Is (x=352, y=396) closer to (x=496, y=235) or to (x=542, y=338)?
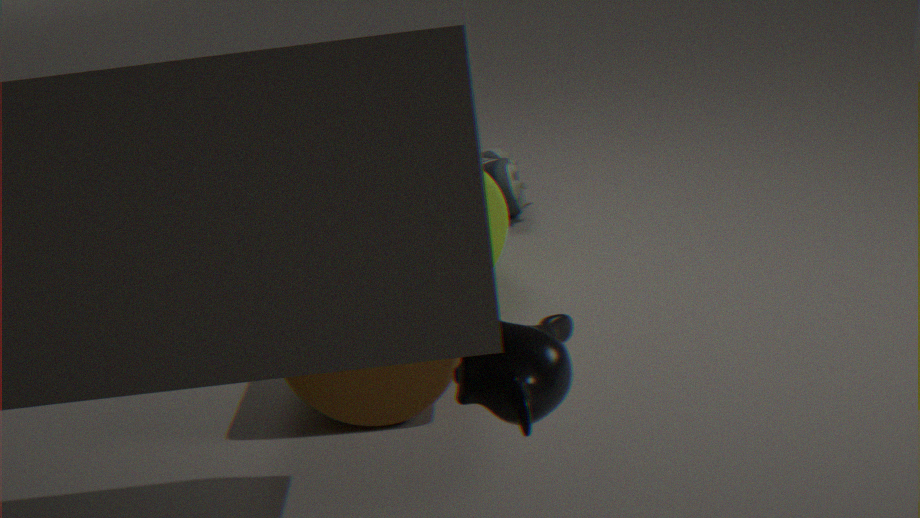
(x=496, y=235)
